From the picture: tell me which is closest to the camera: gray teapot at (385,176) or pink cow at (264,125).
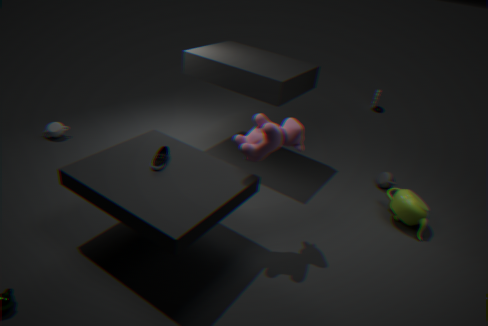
pink cow at (264,125)
